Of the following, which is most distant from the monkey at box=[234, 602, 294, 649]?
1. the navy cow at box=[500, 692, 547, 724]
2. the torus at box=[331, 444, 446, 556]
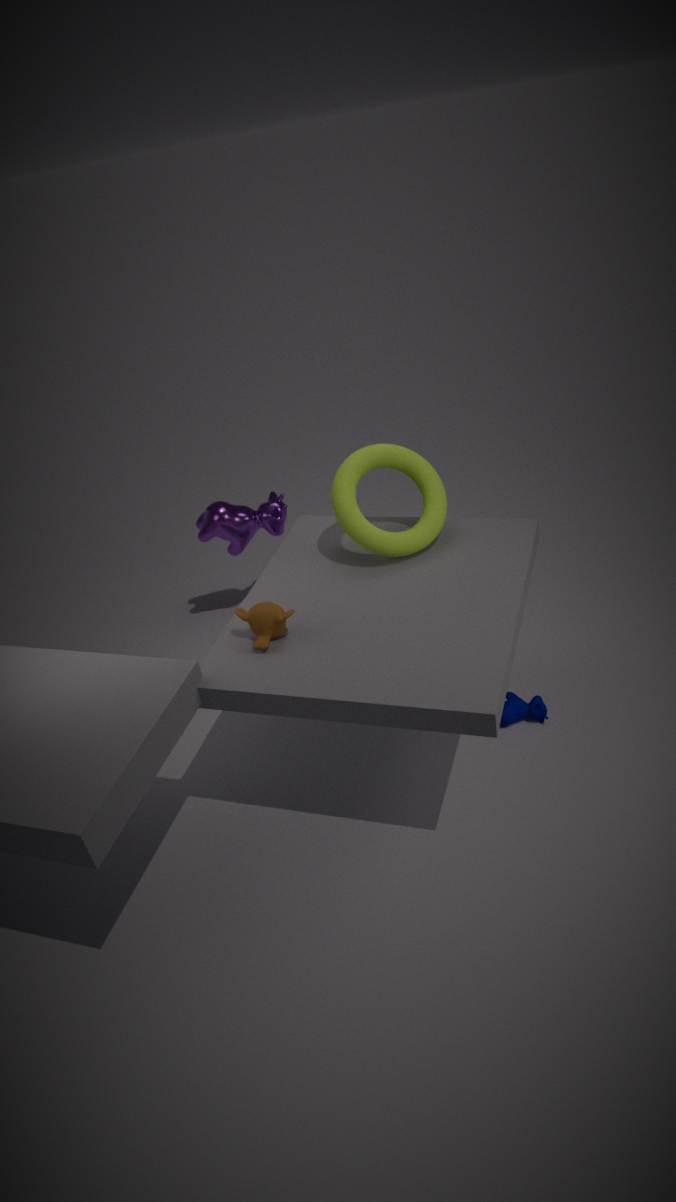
the navy cow at box=[500, 692, 547, 724]
